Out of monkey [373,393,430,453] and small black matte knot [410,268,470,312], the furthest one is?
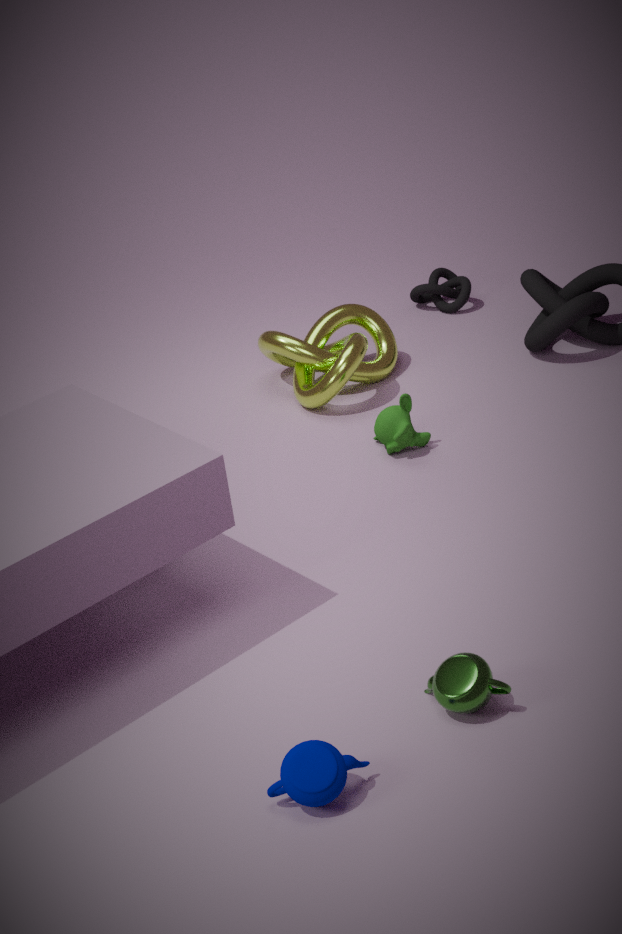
small black matte knot [410,268,470,312]
